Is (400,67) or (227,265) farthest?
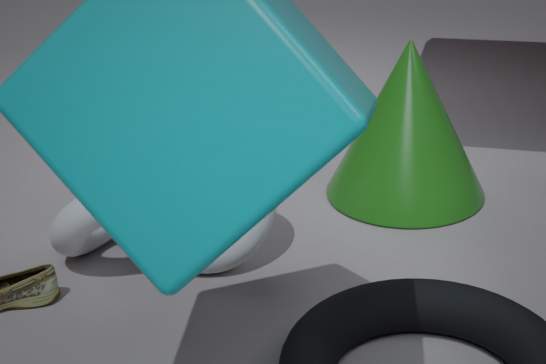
(400,67)
